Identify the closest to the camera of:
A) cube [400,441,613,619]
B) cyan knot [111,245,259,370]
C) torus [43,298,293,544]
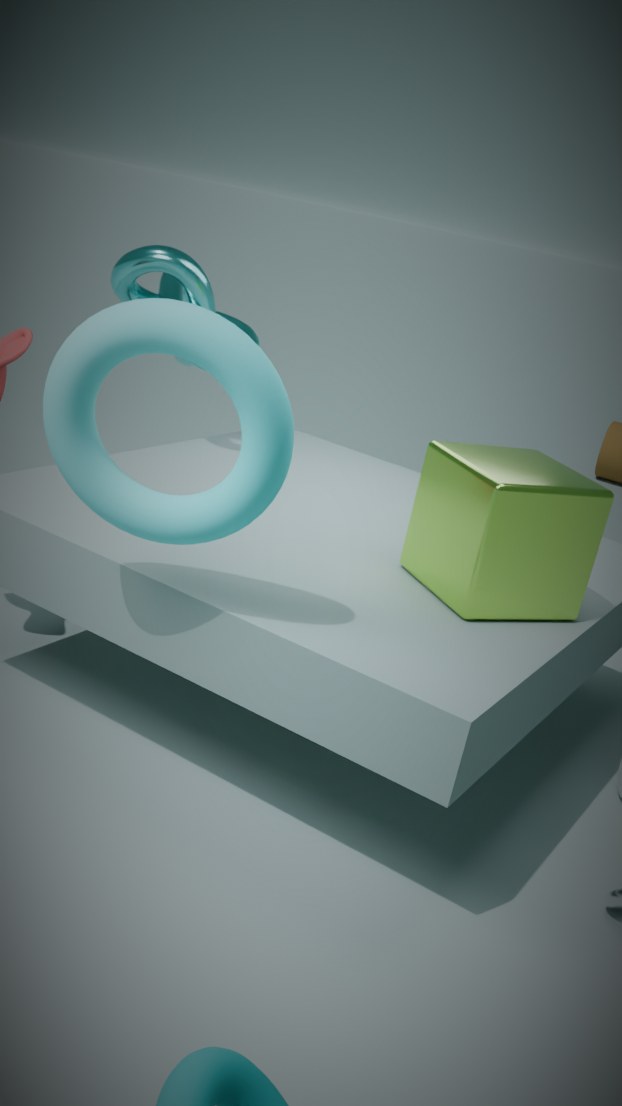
torus [43,298,293,544]
